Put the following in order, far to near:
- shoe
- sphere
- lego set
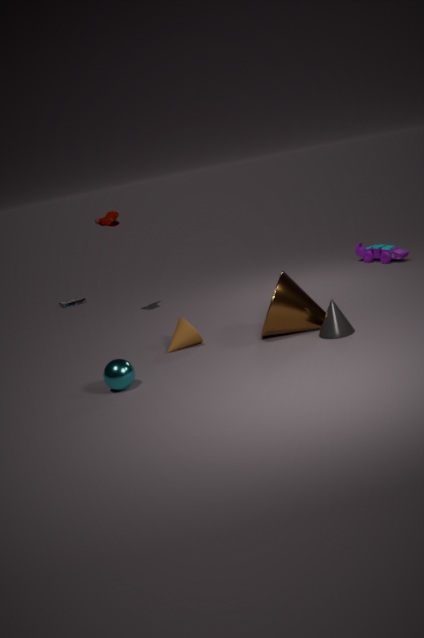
lego set → shoe → sphere
